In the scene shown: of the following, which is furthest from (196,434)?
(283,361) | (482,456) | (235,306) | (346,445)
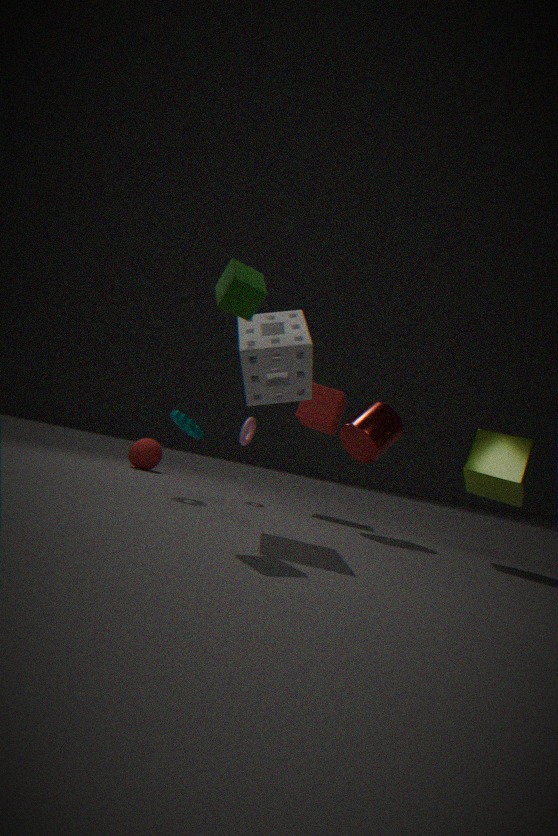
(482,456)
